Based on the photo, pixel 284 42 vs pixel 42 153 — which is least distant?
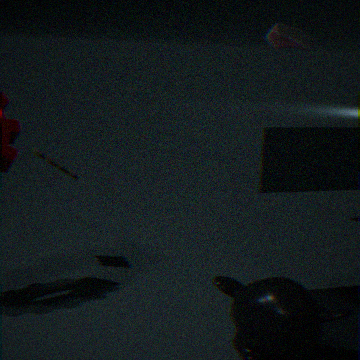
pixel 42 153
